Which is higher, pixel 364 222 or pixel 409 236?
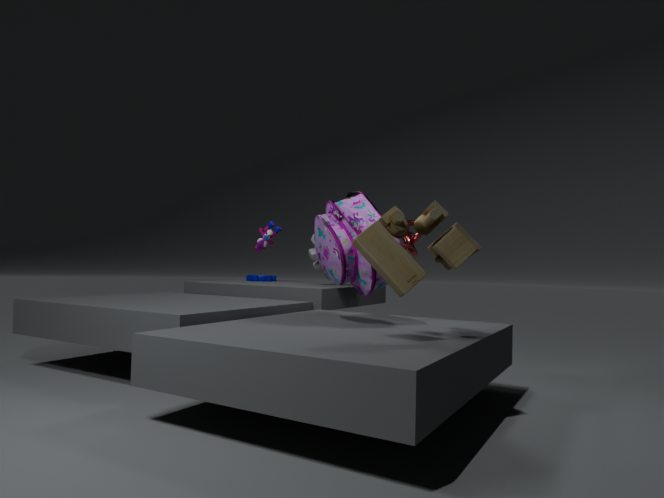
pixel 409 236
